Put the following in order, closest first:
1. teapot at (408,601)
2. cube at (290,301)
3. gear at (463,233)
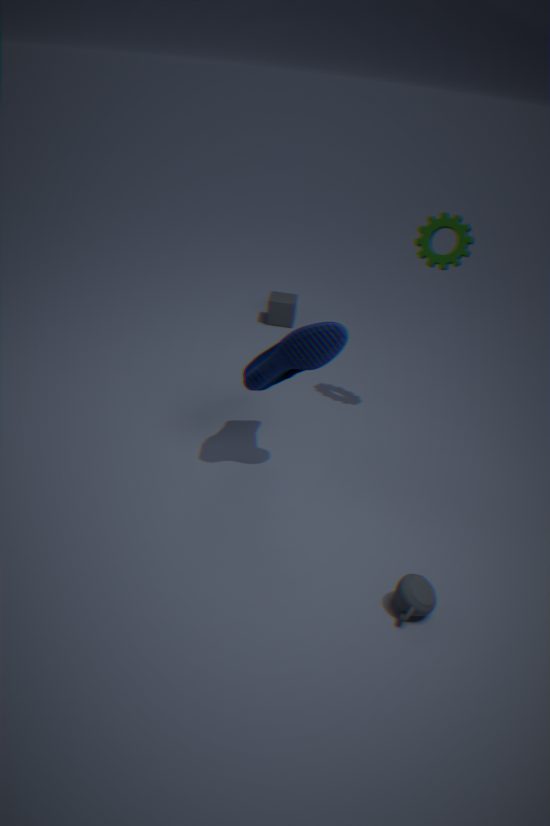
teapot at (408,601) → gear at (463,233) → cube at (290,301)
